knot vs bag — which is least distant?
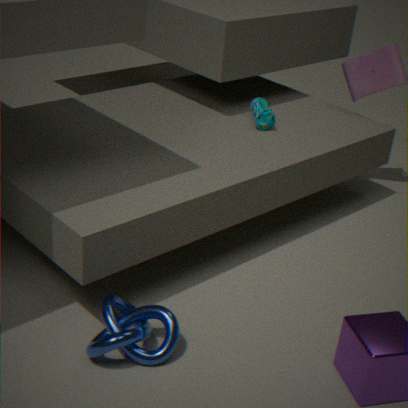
knot
